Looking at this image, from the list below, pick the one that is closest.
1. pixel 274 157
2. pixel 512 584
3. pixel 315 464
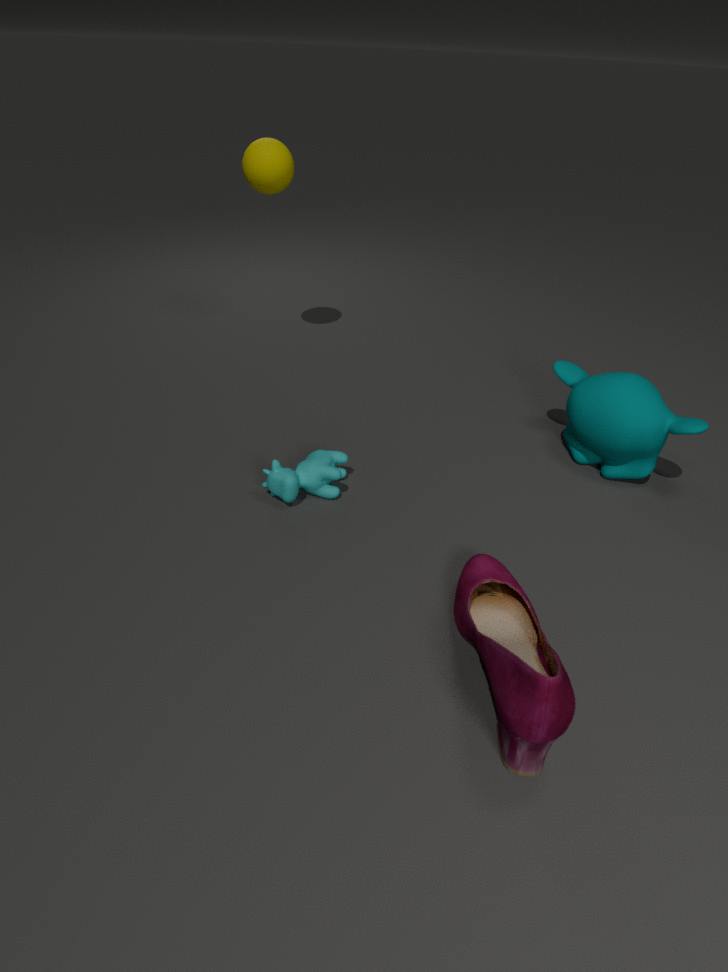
pixel 512 584
